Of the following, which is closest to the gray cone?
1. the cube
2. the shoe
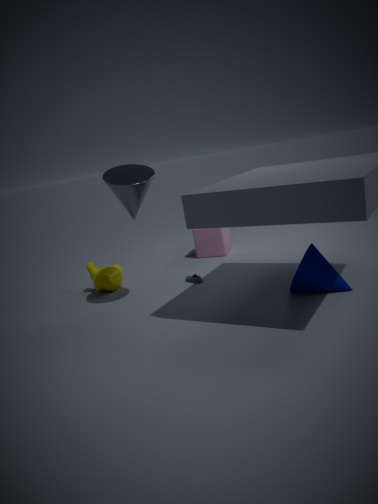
the shoe
